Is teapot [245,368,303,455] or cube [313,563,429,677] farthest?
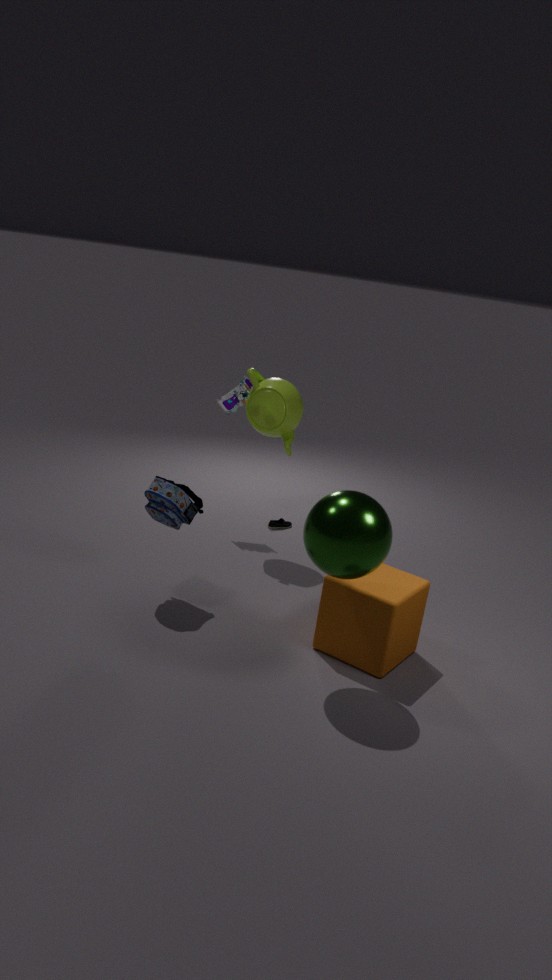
teapot [245,368,303,455]
